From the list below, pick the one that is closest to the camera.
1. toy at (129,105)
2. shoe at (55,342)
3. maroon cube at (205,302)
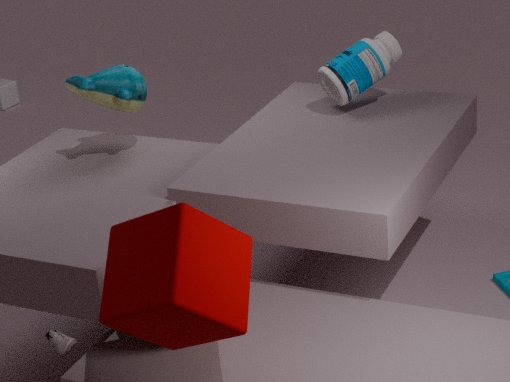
maroon cube at (205,302)
